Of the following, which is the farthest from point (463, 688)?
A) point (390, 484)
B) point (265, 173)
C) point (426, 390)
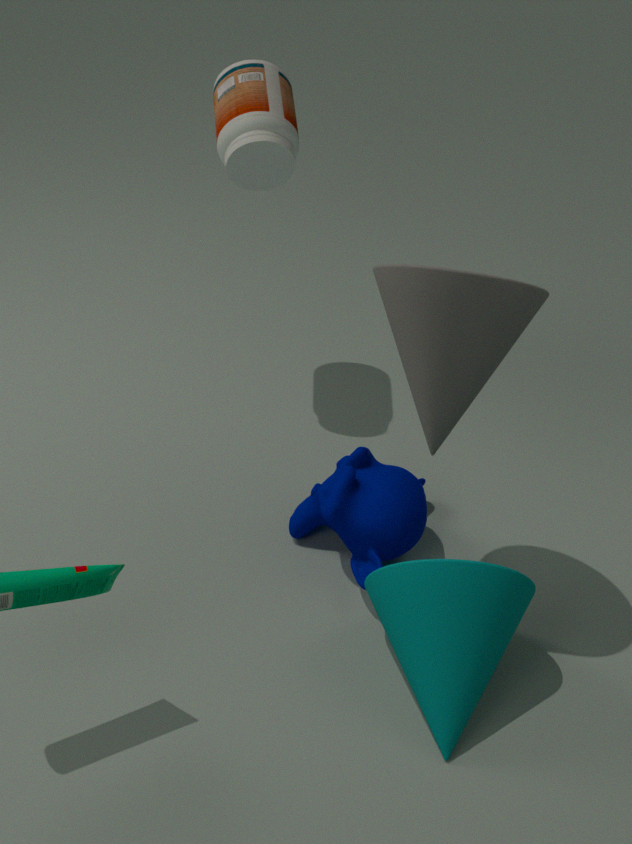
point (265, 173)
